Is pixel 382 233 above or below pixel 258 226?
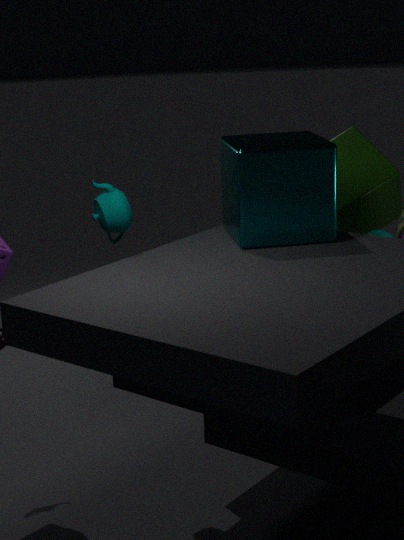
below
